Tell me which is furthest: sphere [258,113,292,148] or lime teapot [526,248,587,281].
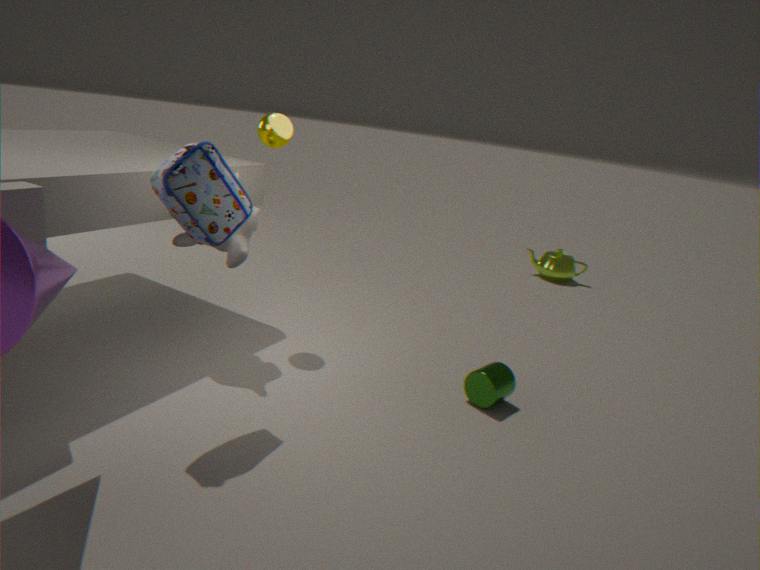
lime teapot [526,248,587,281]
